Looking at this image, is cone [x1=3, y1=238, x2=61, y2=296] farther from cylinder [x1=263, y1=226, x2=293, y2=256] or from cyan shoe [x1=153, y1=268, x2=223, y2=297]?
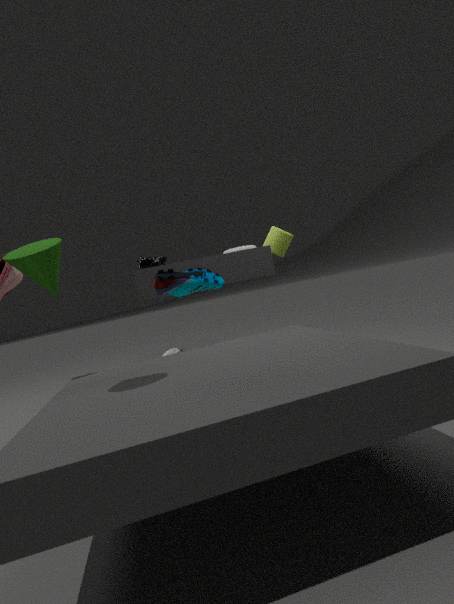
cylinder [x1=263, y1=226, x2=293, y2=256]
